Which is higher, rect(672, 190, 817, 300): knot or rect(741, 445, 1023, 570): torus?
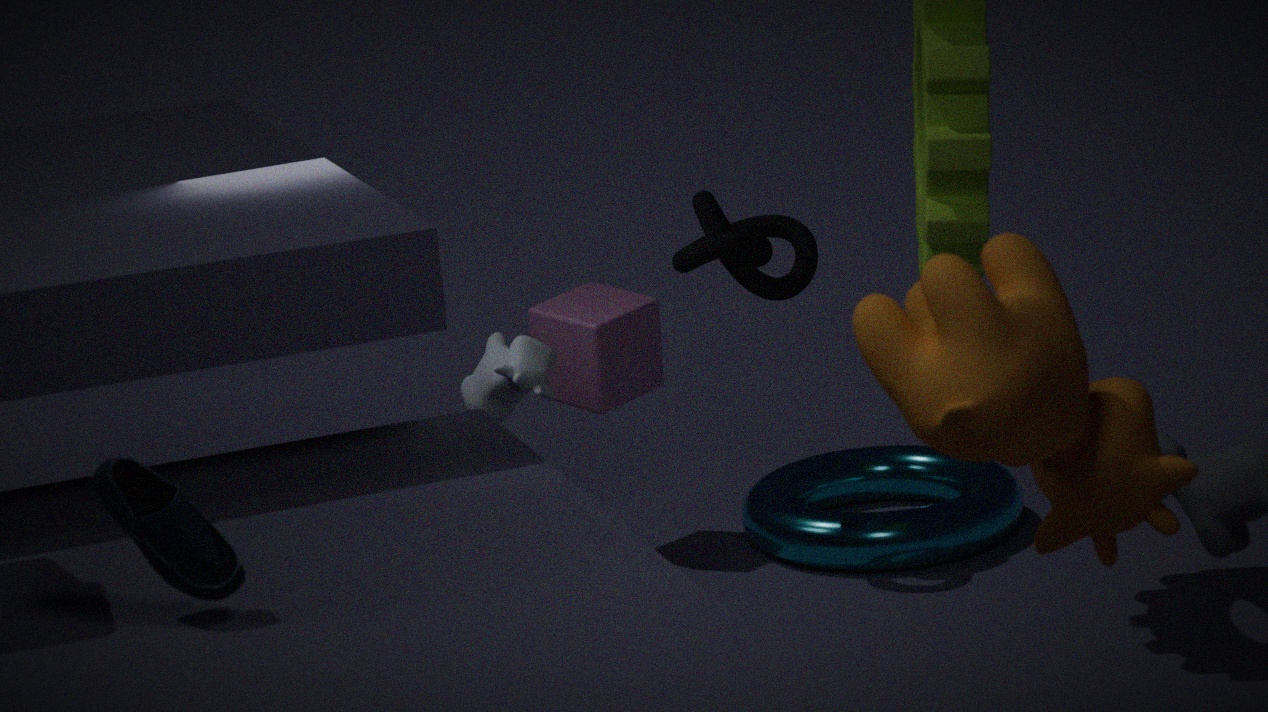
rect(672, 190, 817, 300): knot
